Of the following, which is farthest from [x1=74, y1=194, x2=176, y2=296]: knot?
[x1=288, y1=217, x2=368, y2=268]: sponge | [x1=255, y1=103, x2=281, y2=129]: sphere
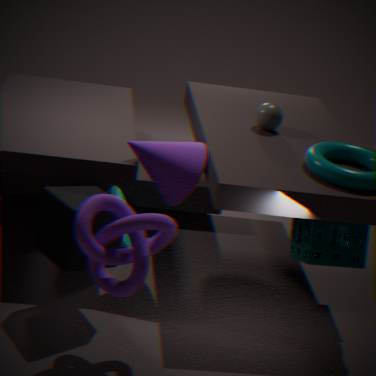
[x1=255, y1=103, x2=281, y2=129]: sphere
